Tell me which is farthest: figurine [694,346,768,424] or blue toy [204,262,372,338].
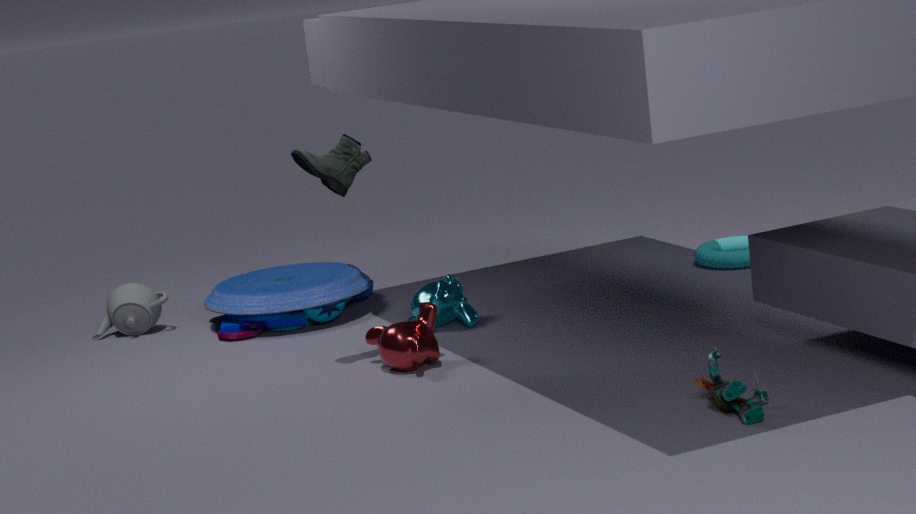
blue toy [204,262,372,338]
